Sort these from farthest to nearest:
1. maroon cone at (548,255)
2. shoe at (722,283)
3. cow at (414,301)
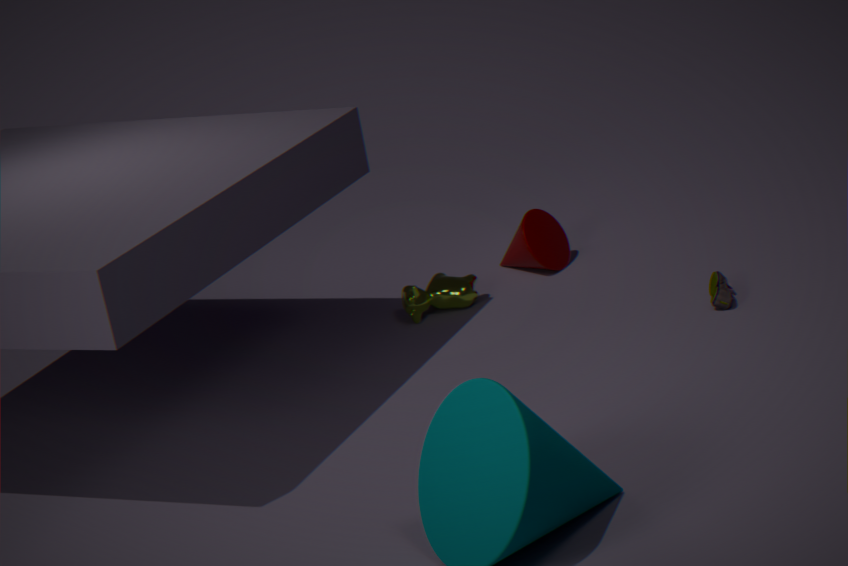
1. maroon cone at (548,255)
2. cow at (414,301)
3. shoe at (722,283)
